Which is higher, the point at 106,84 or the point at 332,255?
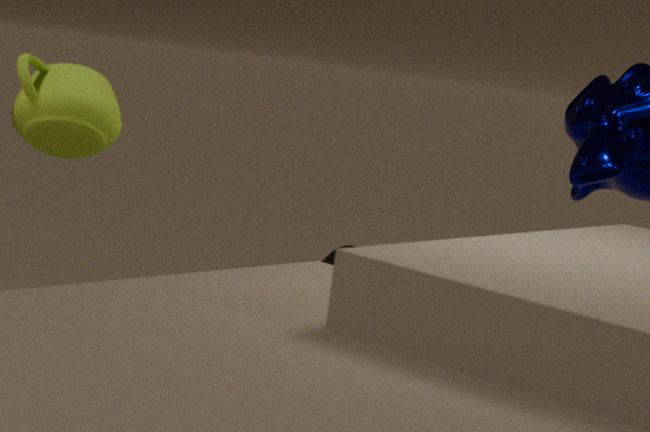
the point at 106,84
